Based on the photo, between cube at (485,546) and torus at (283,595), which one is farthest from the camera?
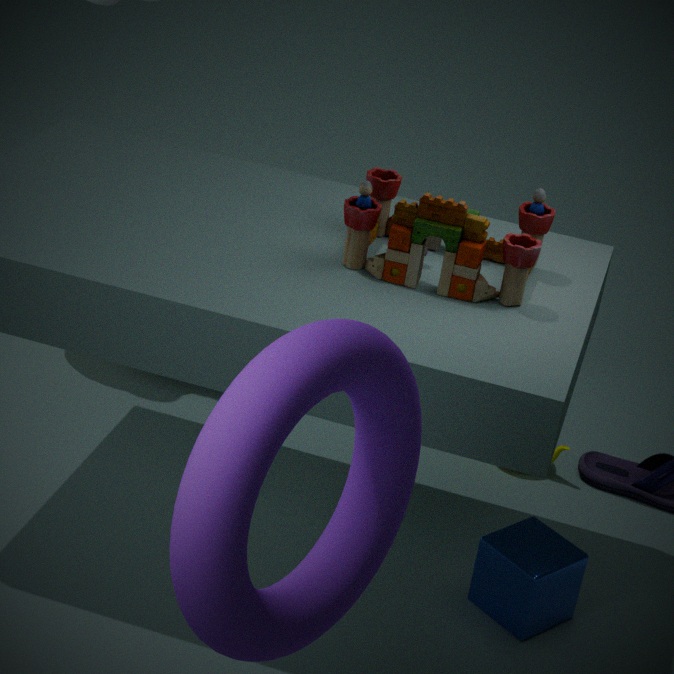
cube at (485,546)
